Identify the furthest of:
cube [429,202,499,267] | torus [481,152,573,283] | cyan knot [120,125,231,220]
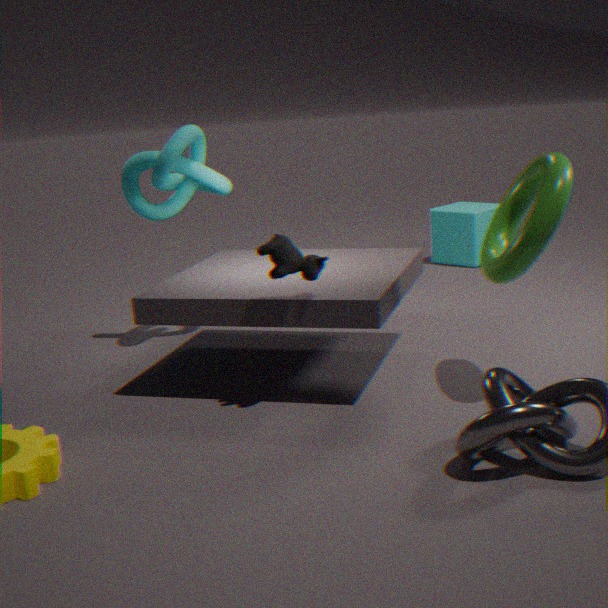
cube [429,202,499,267]
